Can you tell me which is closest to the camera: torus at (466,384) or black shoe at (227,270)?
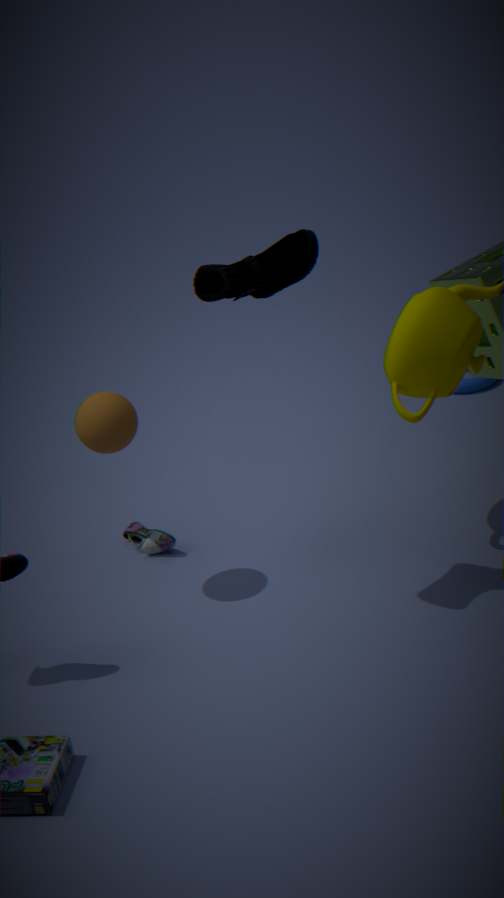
black shoe at (227,270)
